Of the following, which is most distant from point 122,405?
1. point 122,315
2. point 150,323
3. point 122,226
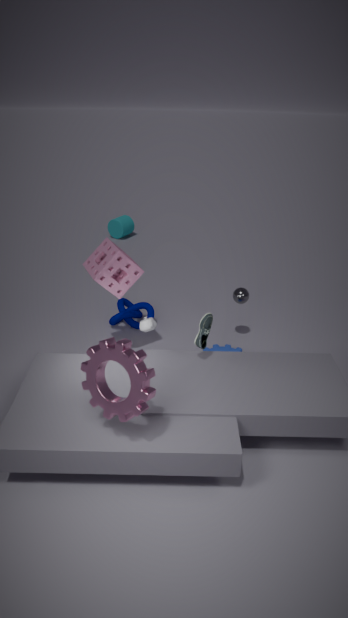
point 122,226
